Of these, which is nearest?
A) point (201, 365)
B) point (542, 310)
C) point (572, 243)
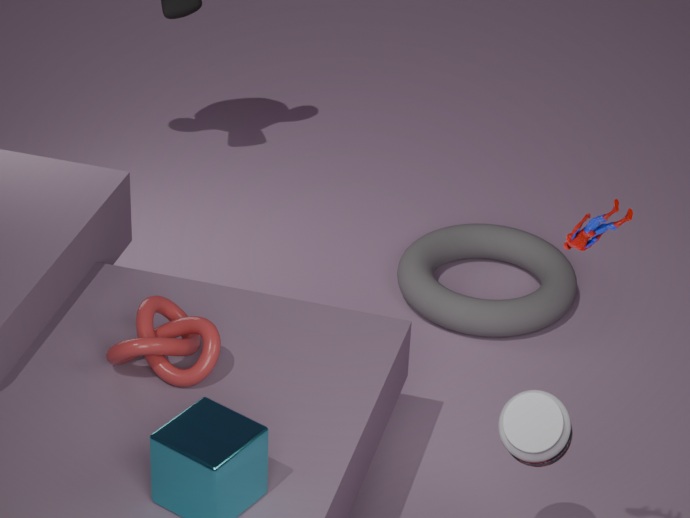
point (572, 243)
